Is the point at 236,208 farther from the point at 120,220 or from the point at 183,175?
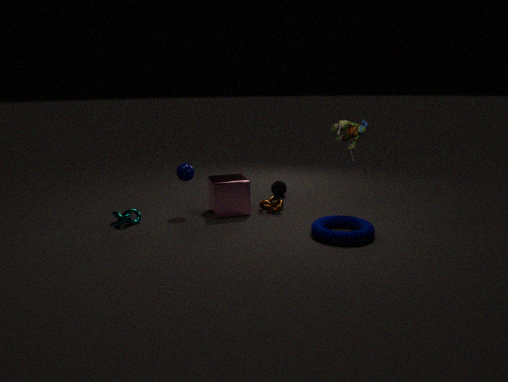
the point at 120,220
